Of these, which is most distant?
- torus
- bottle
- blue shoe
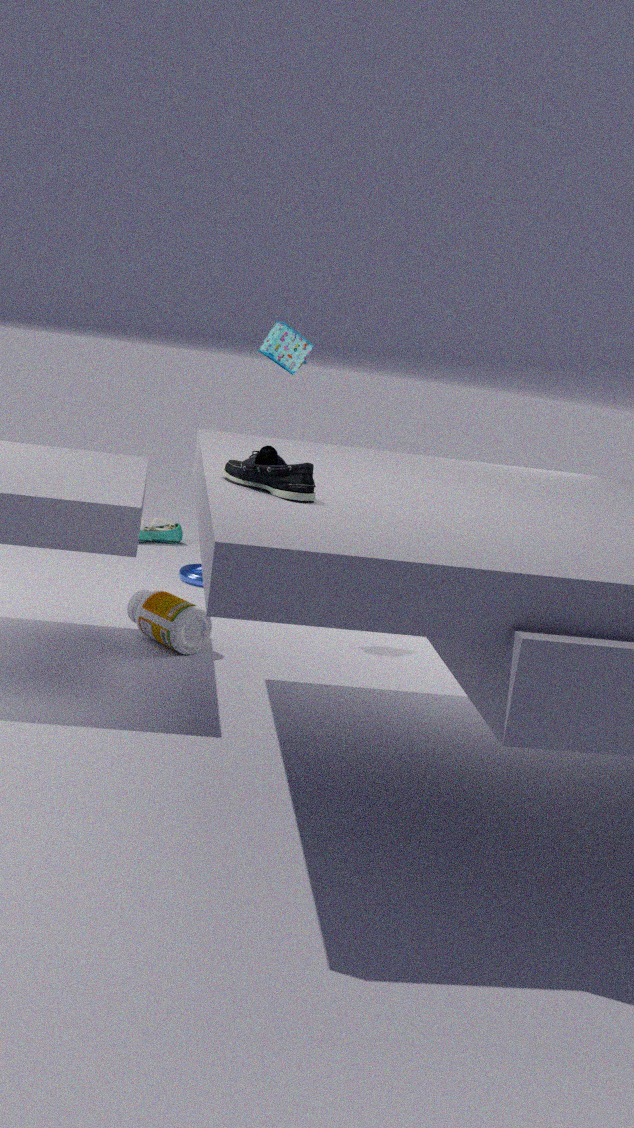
torus
